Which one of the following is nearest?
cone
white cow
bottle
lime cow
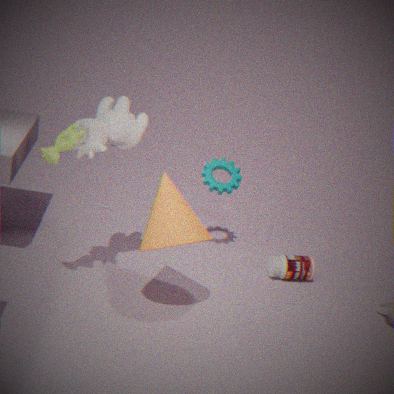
lime cow
